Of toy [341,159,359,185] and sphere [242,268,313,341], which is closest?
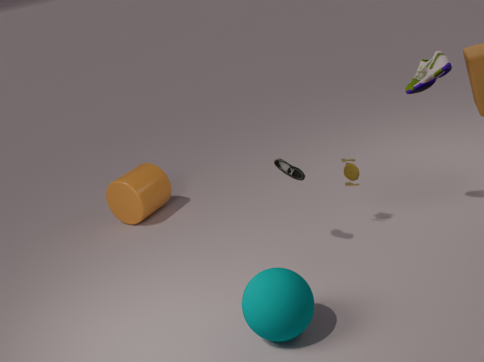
sphere [242,268,313,341]
